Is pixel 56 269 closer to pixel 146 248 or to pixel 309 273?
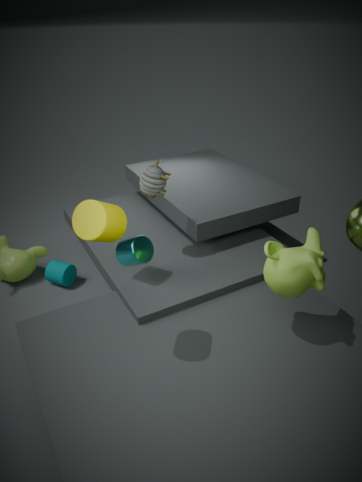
pixel 146 248
